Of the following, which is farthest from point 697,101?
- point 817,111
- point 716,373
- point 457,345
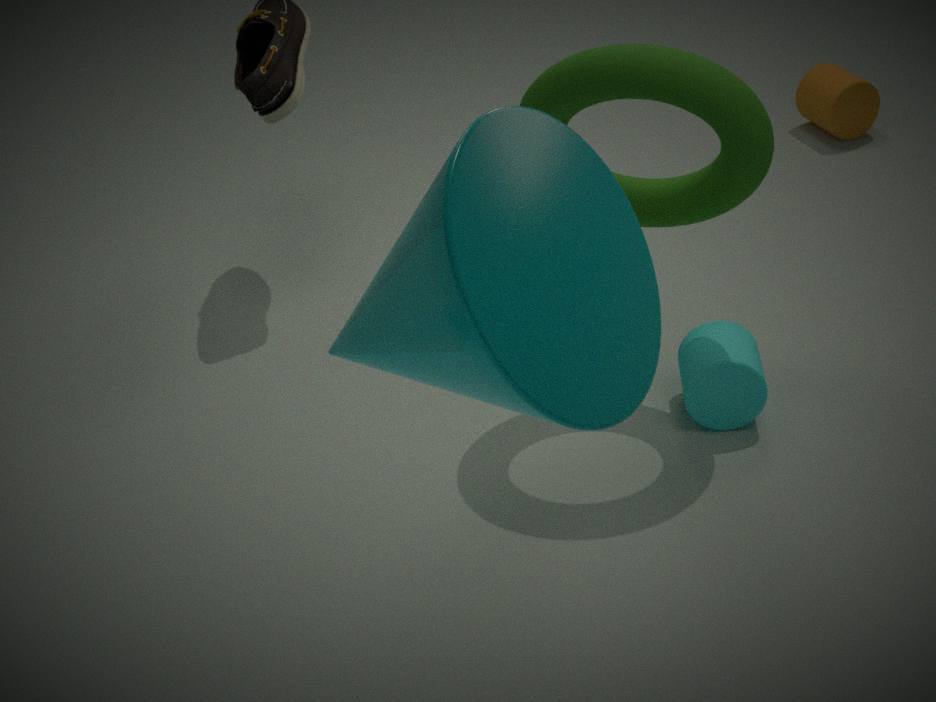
point 817,111
